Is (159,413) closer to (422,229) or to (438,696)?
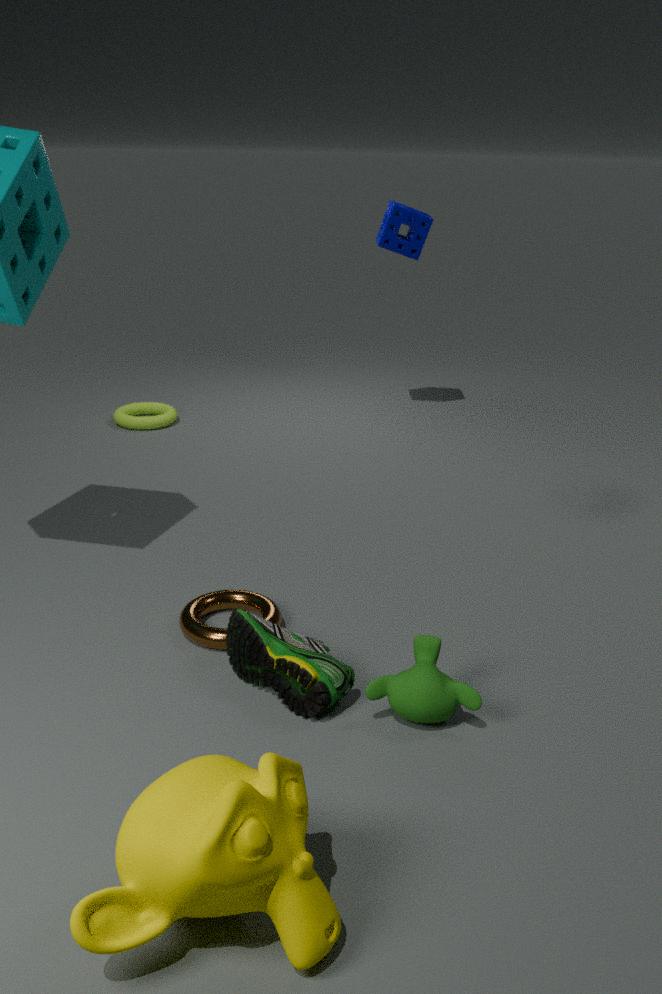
(422,229)
